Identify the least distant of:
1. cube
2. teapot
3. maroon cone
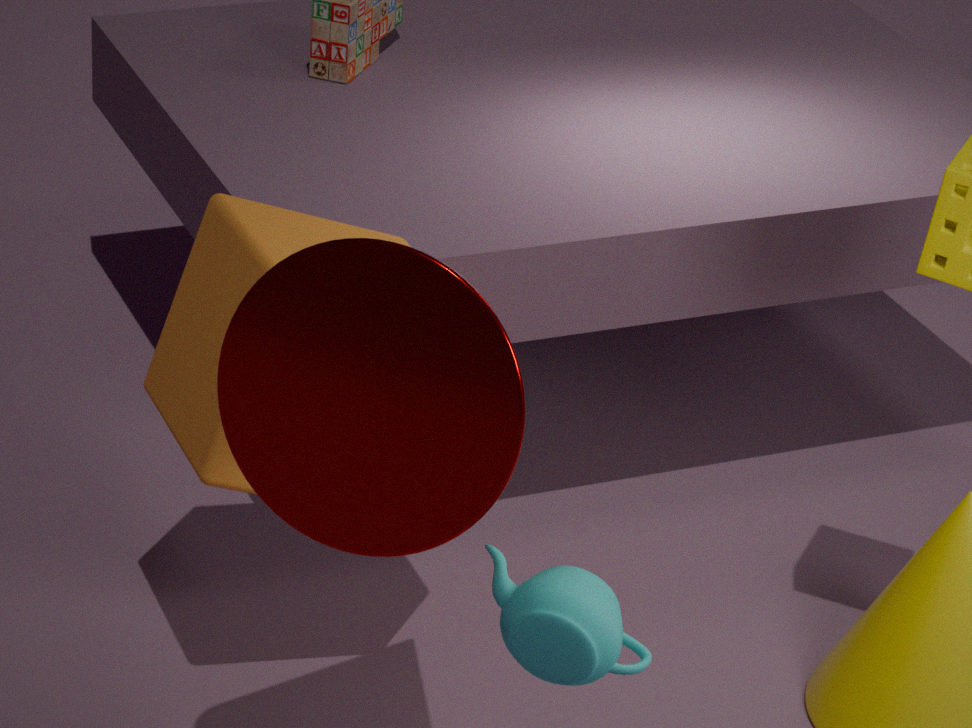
maroon cone
